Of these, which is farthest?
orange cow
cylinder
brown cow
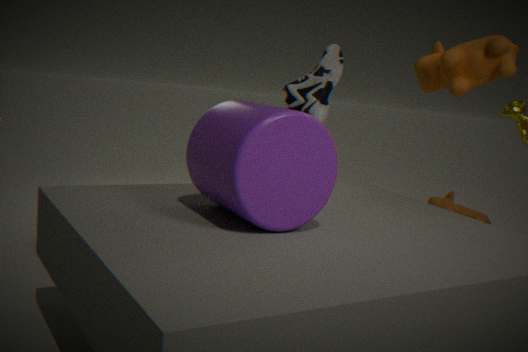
brown cow
